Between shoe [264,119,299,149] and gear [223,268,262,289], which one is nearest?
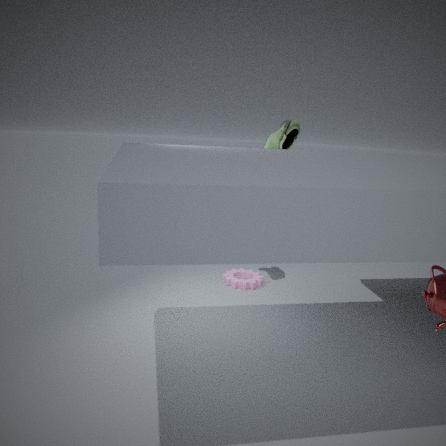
shoe [264,119,299,149]
